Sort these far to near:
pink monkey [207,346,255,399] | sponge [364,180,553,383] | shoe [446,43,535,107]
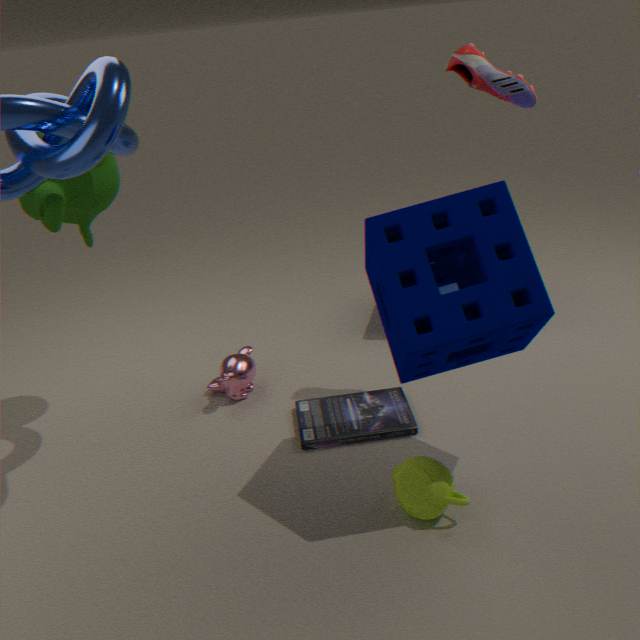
1. pink monkey [207,346,255,399]
2. shoe [446,43,535,107]
3. sponge [364,180,553,383]
